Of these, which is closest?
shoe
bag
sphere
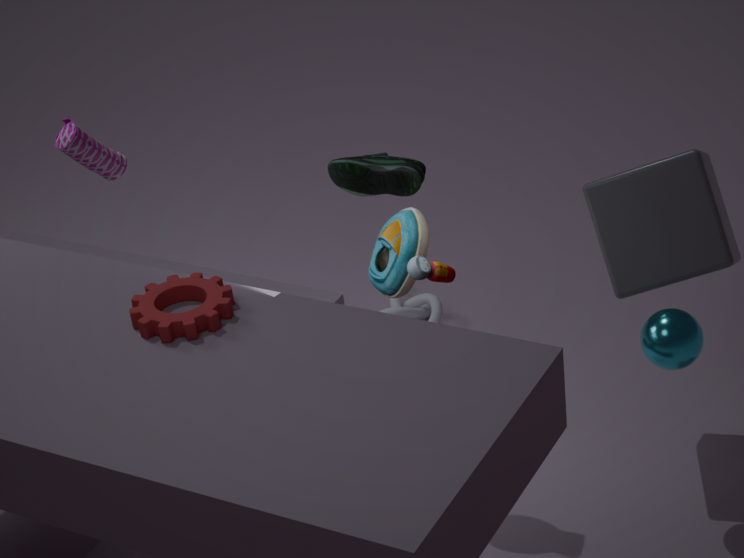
sphere
